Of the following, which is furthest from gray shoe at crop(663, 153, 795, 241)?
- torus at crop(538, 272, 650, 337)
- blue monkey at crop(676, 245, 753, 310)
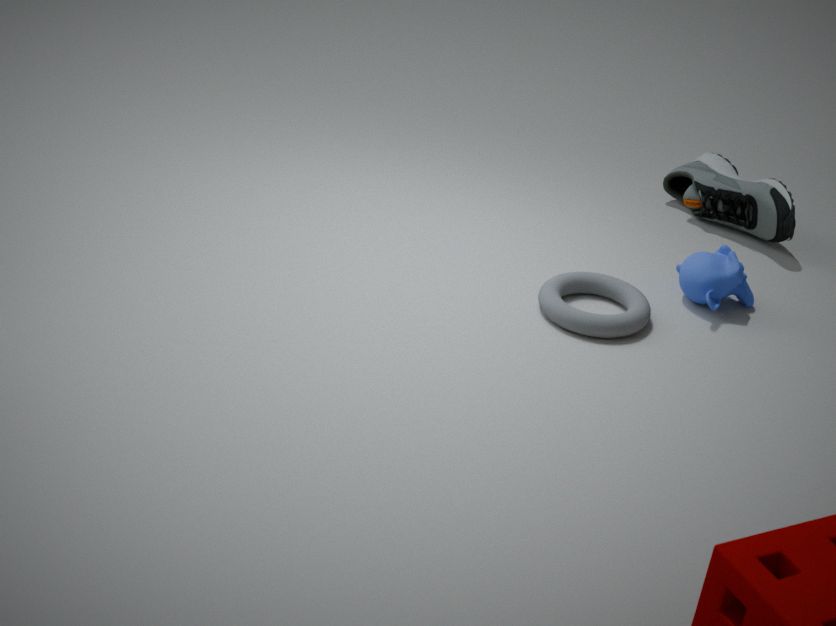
torus at crop(538, 272, 650, 337)
